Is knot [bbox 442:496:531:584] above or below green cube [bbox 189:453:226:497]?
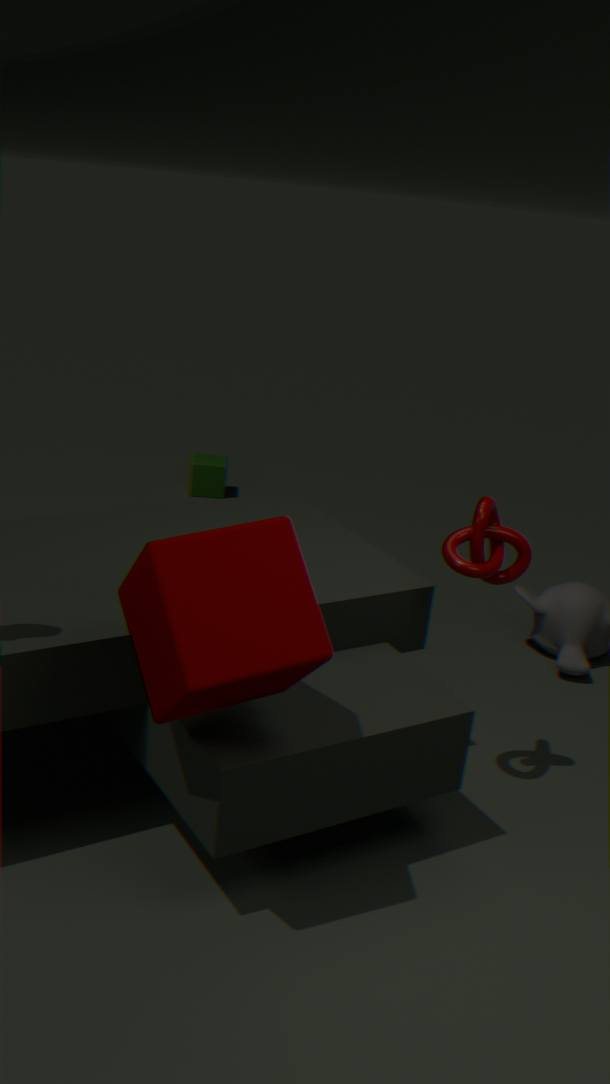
above
